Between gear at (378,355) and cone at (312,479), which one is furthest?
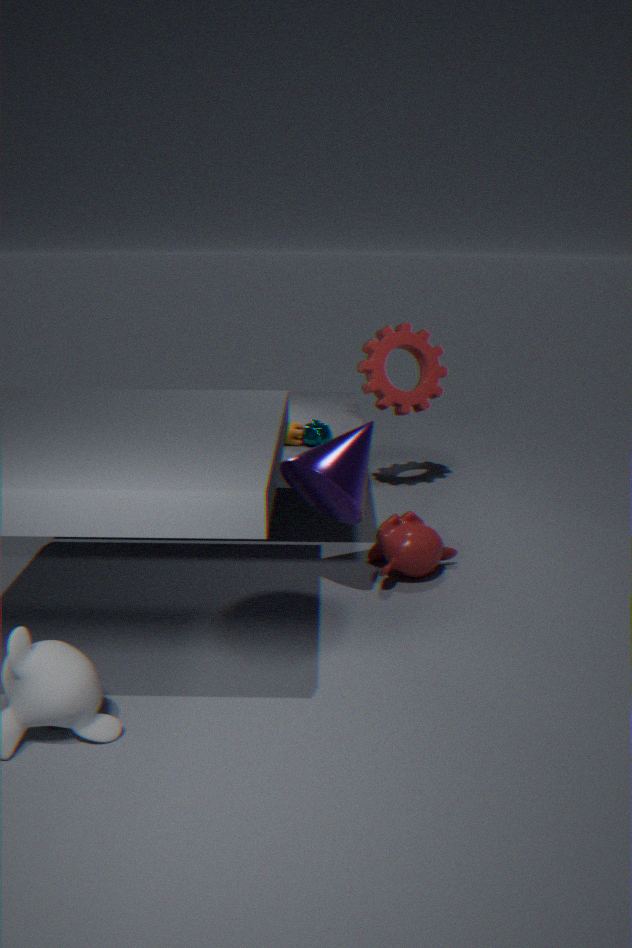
gear at (378,355)
